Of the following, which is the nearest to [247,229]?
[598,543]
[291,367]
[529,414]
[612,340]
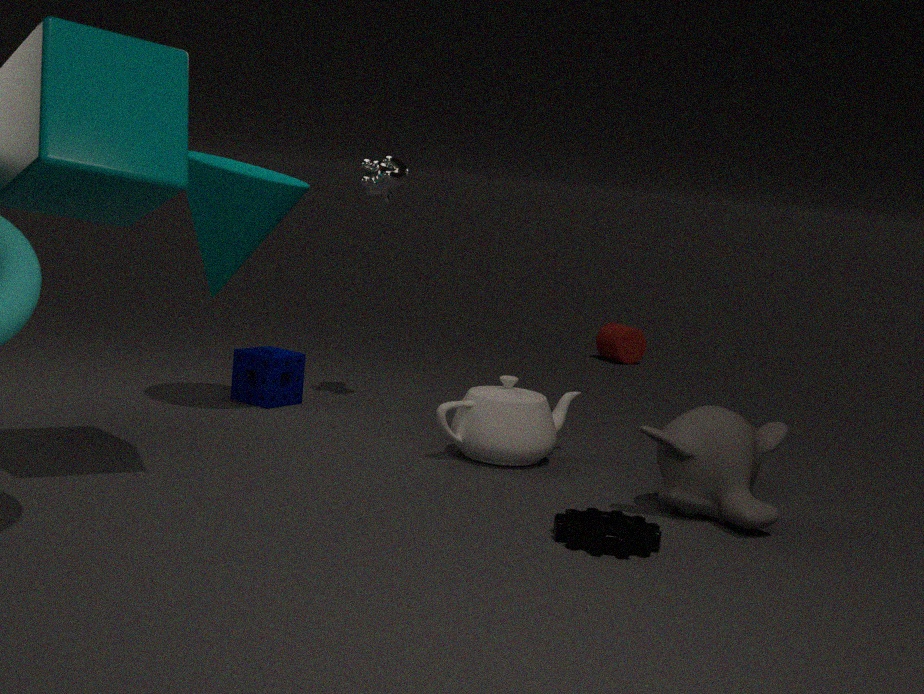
[291,367]
